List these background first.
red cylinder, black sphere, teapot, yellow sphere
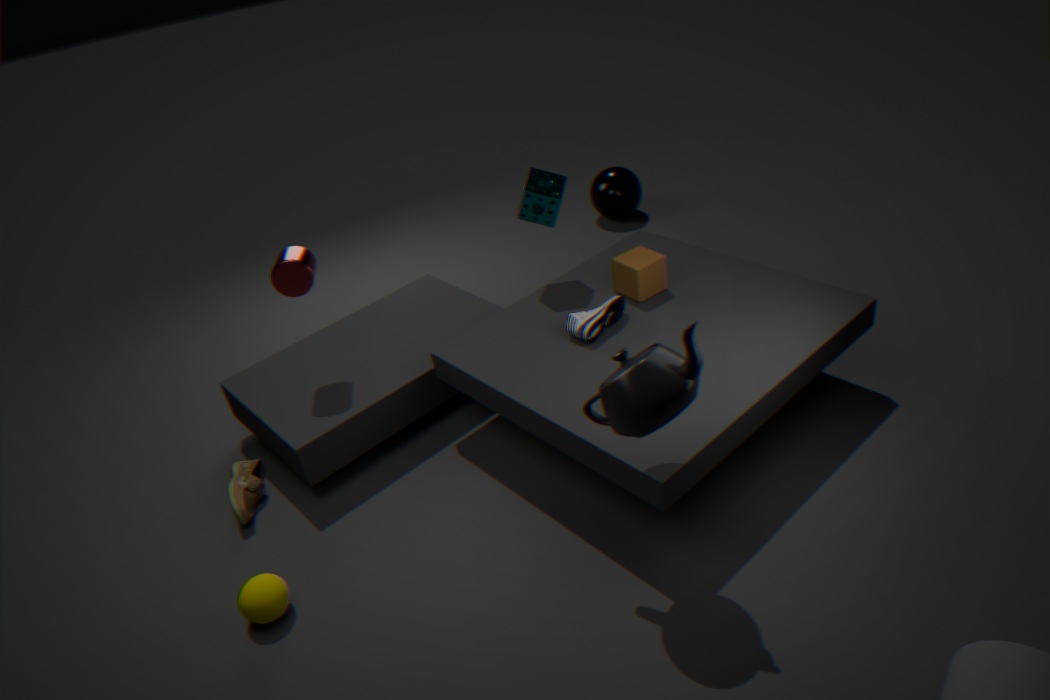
black sphere
red cylinder
yellow sphere
teapot
